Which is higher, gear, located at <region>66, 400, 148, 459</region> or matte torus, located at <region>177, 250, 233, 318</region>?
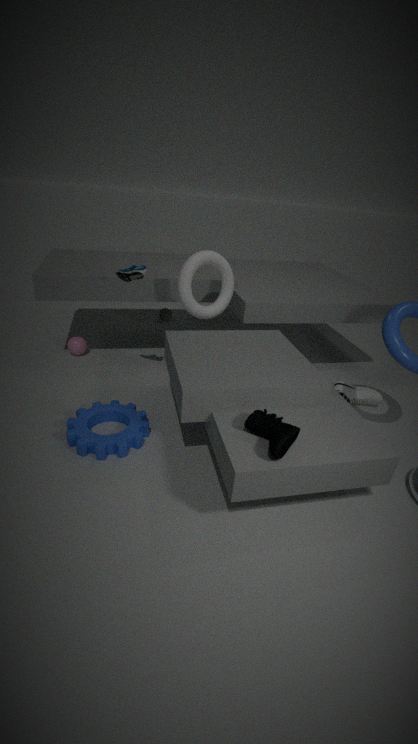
matte torus, located at <region>177, 250, 233, 318</region>
